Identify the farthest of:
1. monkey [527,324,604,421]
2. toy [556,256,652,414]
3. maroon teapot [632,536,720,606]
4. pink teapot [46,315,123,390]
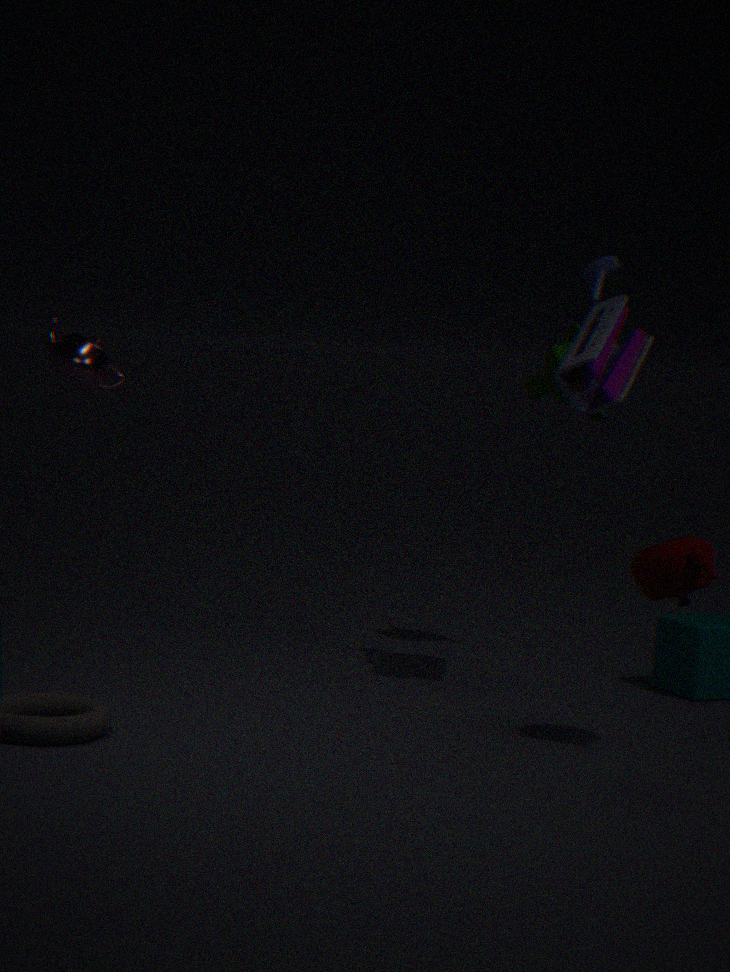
pink teapot [46,315,123,390]
